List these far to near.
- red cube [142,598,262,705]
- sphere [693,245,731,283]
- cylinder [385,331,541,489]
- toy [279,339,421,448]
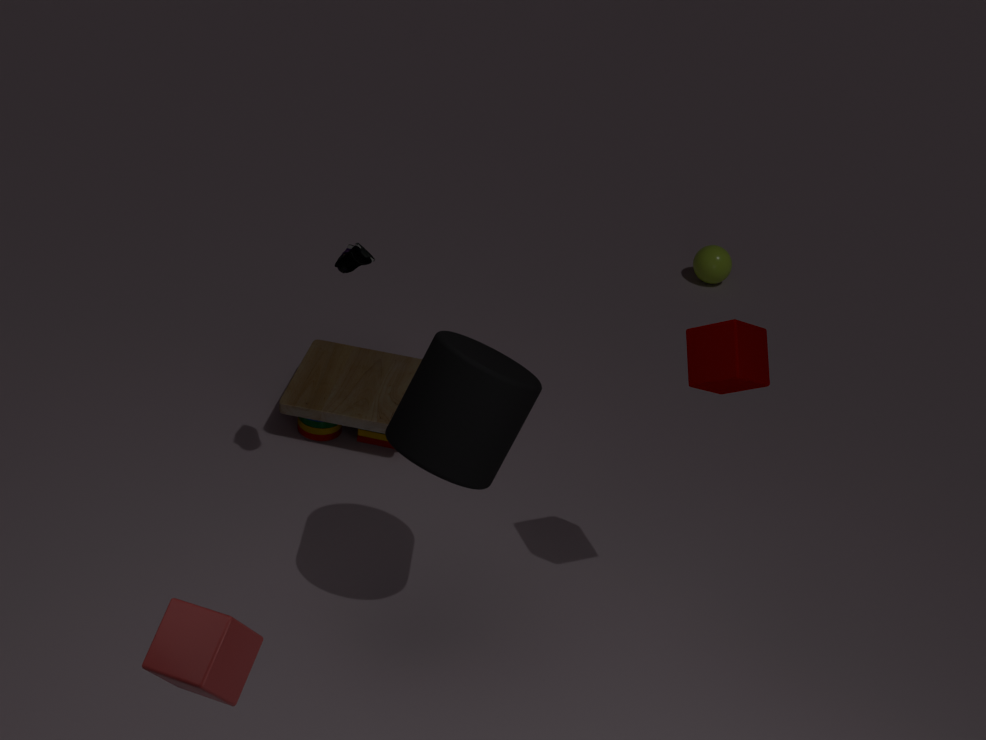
sphere [693,245,731,283]
toy [279,339,421,448]
cylinder [385,331,541,489]
red cube [142,598,262,705]
